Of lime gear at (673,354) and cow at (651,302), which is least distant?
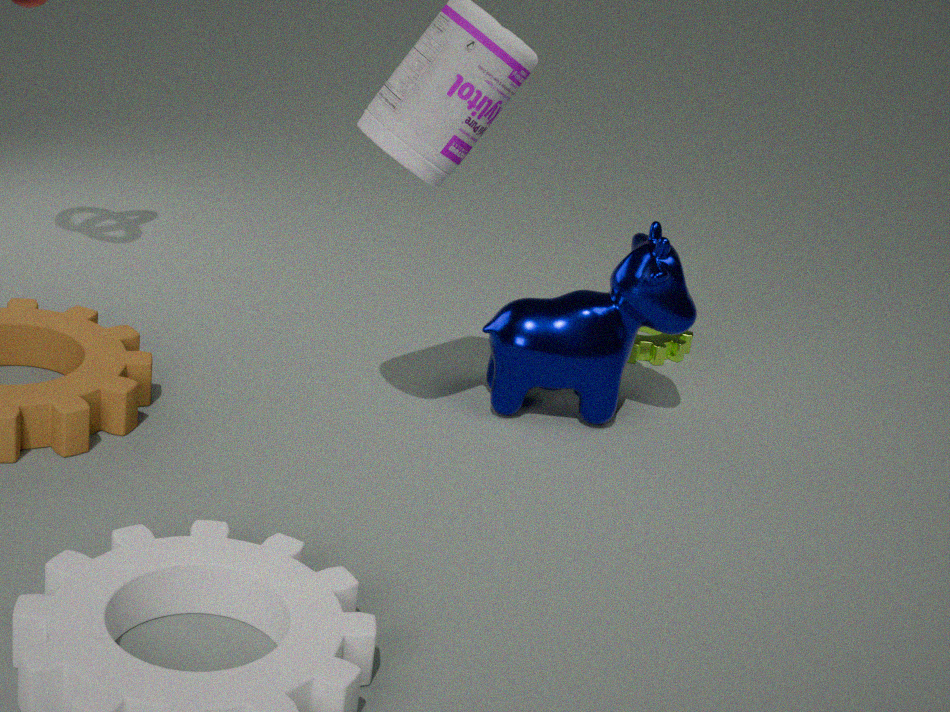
cow at (651,302)
